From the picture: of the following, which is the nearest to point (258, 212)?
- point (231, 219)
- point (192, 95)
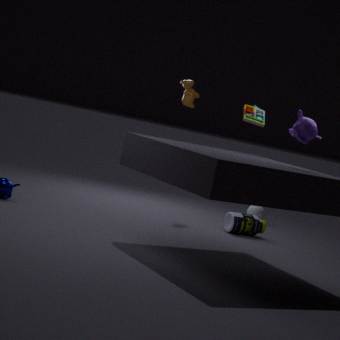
point (231, 219)
